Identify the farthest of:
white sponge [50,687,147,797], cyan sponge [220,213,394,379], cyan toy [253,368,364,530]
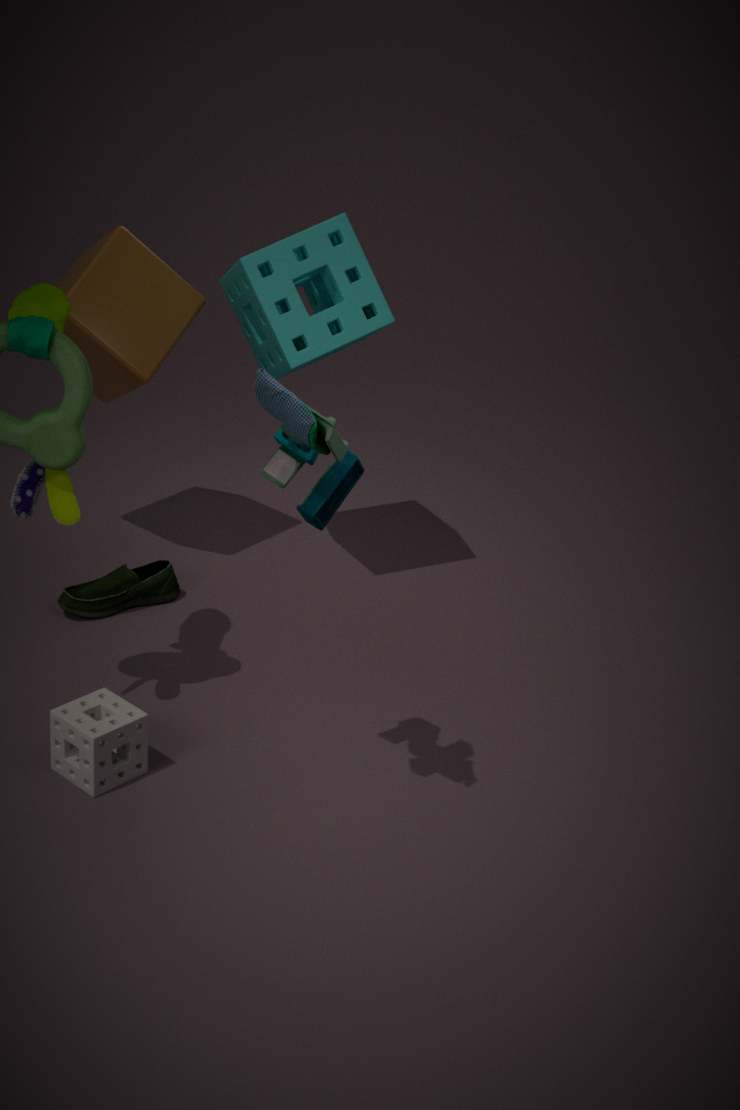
cyan sponge [220,213,394,379]
